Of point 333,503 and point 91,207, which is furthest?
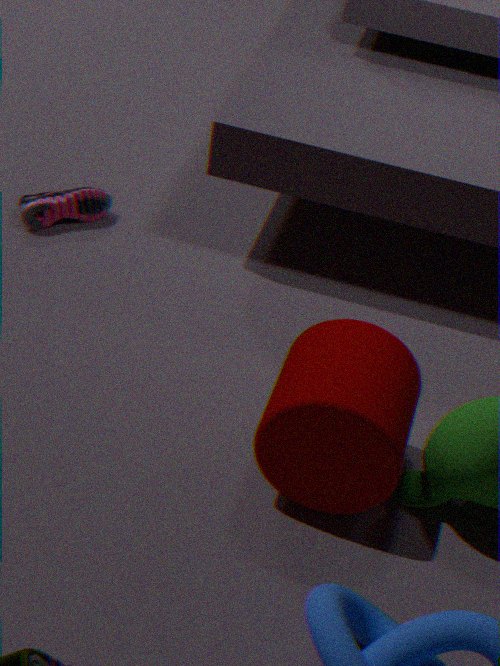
point 91,207
